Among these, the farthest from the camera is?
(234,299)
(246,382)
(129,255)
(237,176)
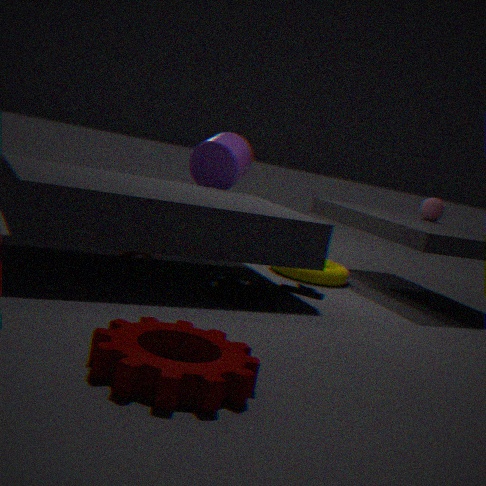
(237,176)
